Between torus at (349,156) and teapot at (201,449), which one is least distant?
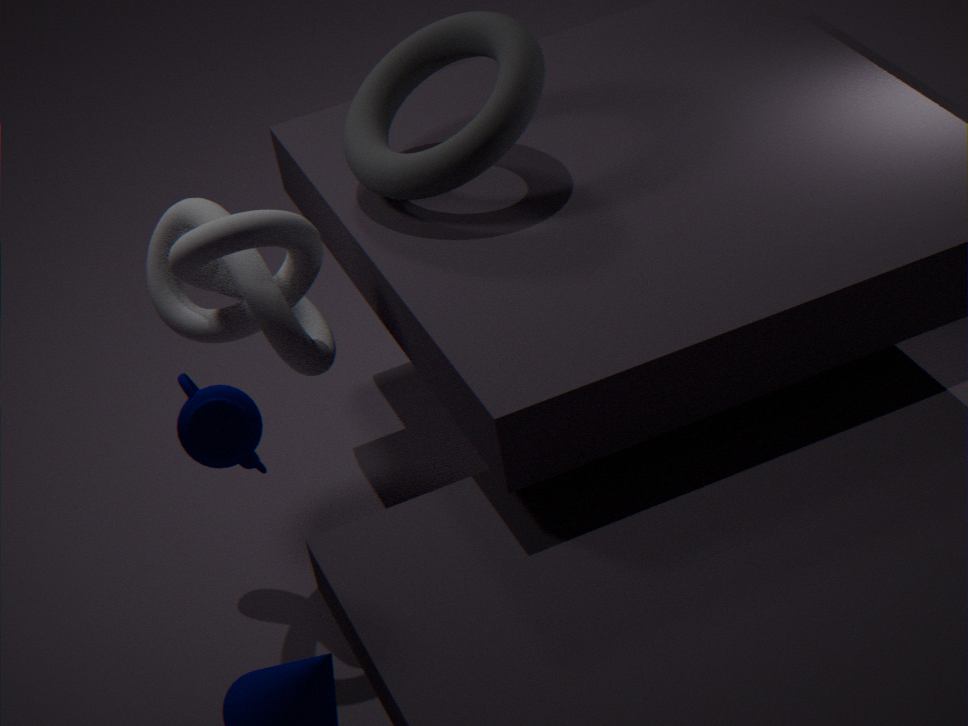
teapot at (201,449)
